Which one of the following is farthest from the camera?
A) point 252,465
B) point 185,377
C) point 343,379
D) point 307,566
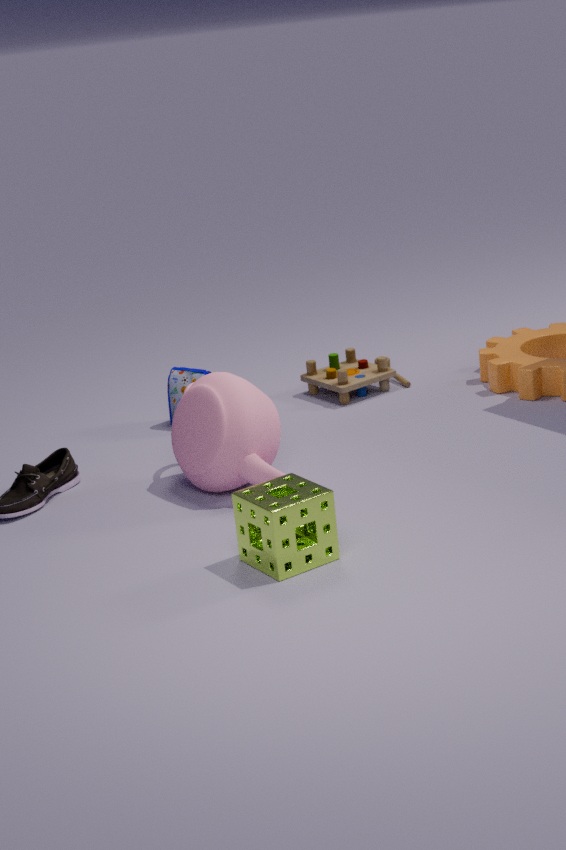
point 343,379
